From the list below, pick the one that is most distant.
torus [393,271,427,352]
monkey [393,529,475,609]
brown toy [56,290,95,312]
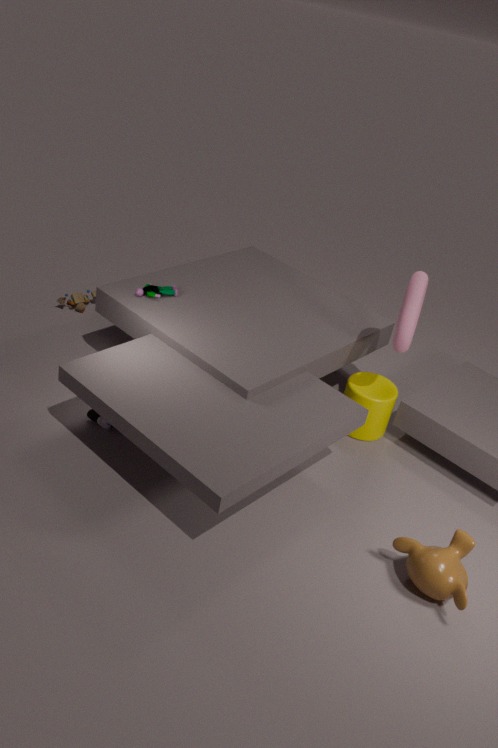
brown toy [56,290,95,312]
